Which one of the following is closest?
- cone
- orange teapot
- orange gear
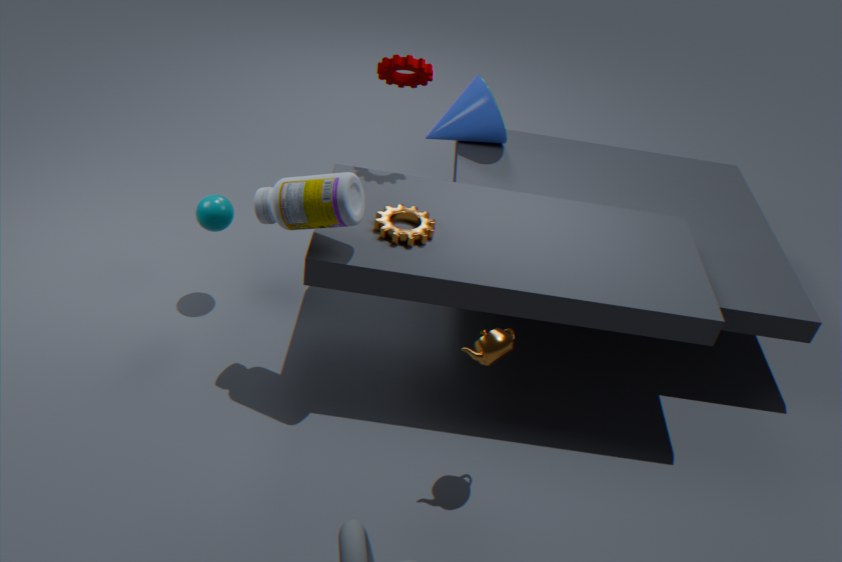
orange teapot
